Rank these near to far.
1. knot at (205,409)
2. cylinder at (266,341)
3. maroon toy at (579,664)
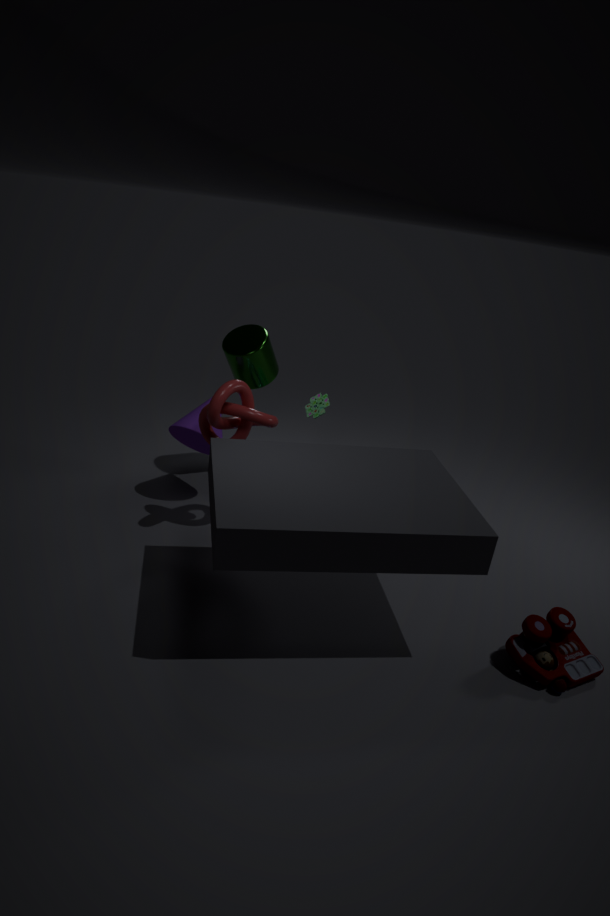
1. maroon toy at (579,664)
2. knot at (205,409)
3. cylinder at (266,341)
